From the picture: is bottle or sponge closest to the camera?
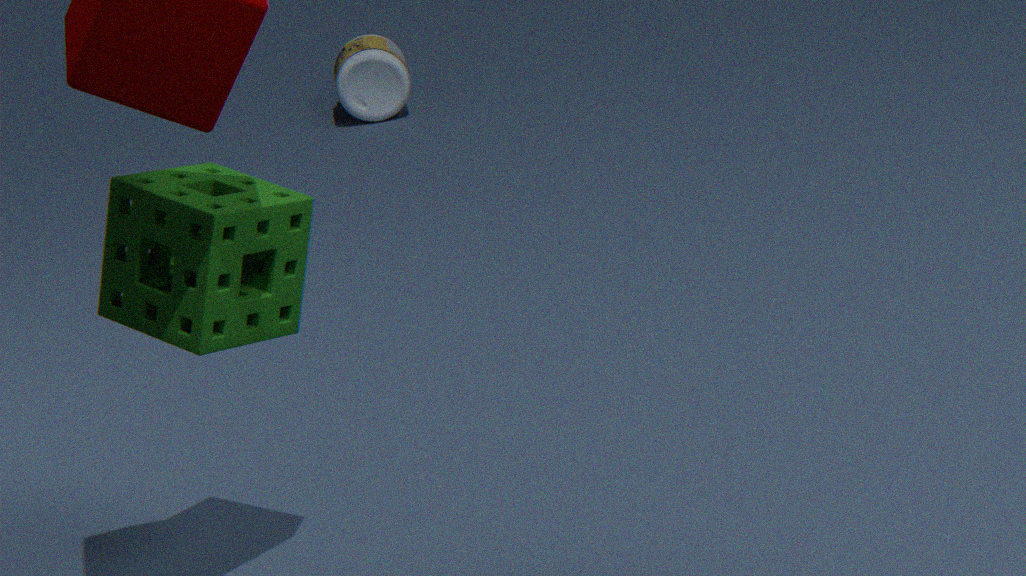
sponge
